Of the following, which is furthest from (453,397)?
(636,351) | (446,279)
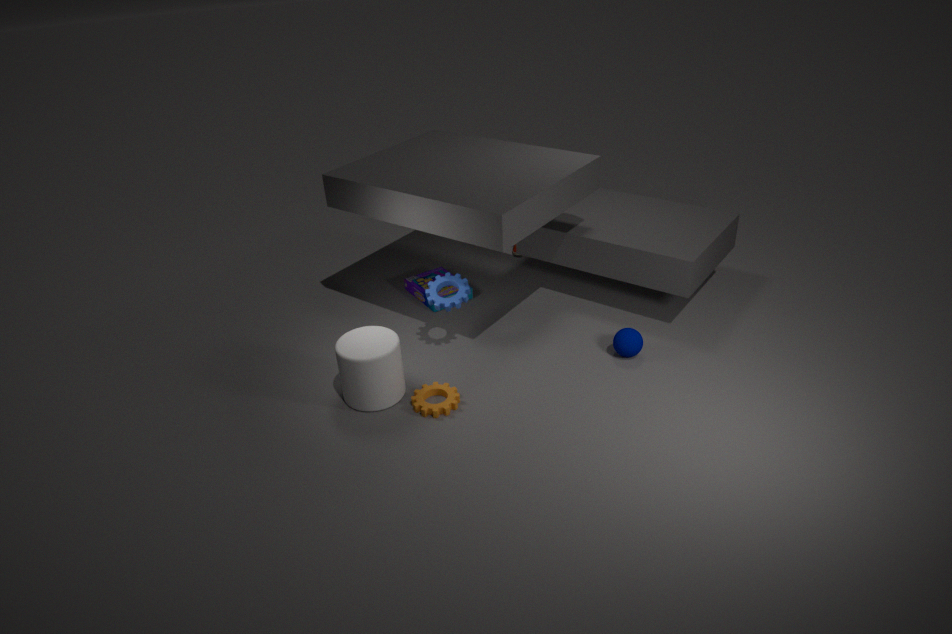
(636,351)
